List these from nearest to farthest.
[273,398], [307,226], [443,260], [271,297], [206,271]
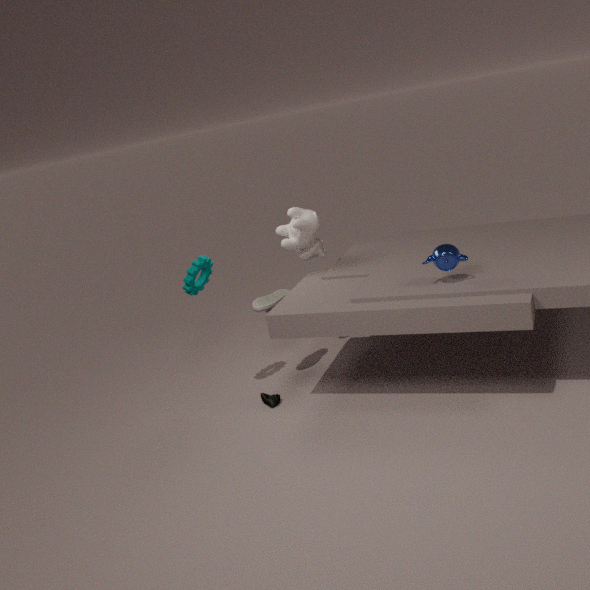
1. [443,260]
2. [206,271]
3. [273,398]
4. [307,226]
5. [271,297]
